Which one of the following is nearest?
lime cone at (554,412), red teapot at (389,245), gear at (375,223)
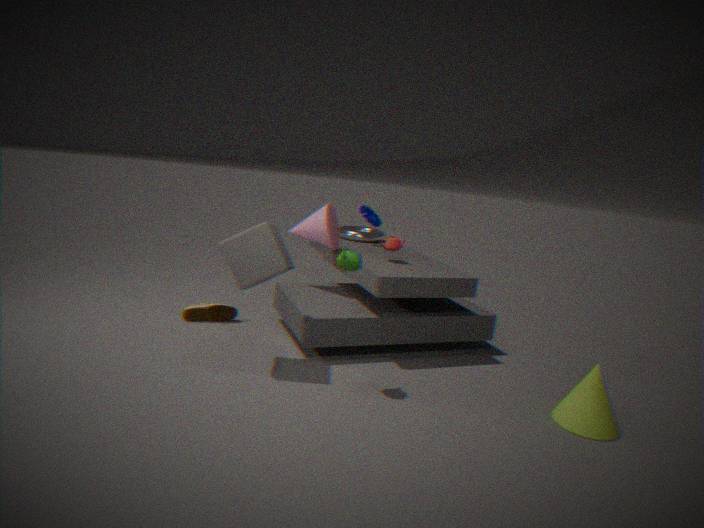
lime cone at (554,412)
